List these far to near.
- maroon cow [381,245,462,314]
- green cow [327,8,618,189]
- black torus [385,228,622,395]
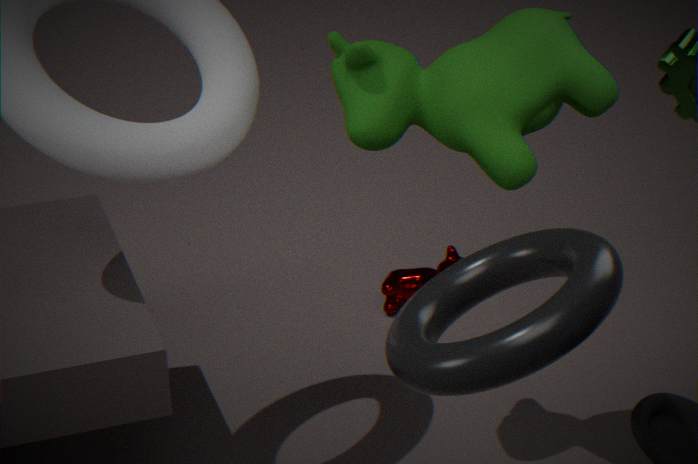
maroon cow [381,245,462,314] < green cow [327,8,618,189] < black torus [385,228,622,395]
